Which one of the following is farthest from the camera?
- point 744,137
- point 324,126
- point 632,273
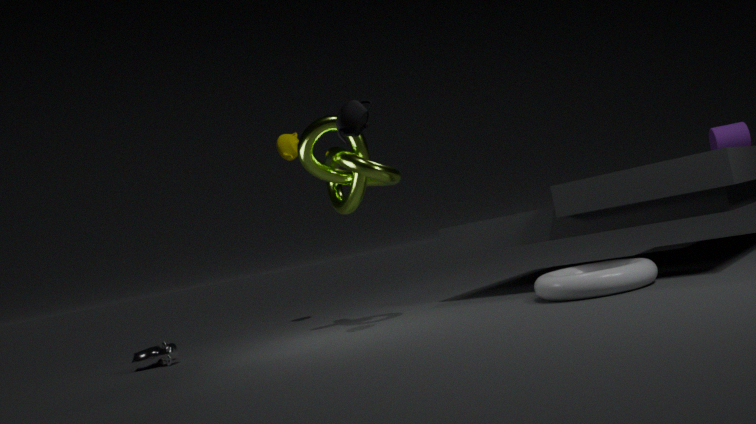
point 744,137
